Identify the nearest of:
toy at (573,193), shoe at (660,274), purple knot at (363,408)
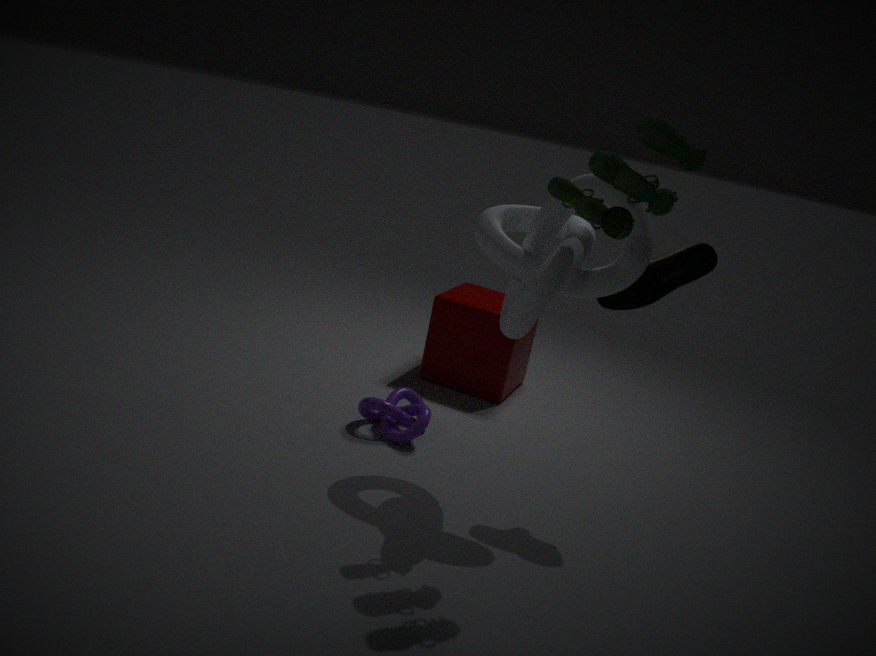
toy at (573,193)
